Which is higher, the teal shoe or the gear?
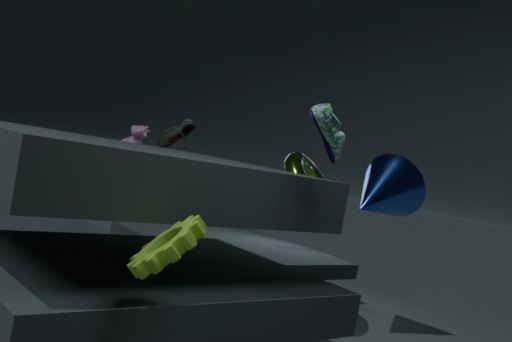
the teal shoe
